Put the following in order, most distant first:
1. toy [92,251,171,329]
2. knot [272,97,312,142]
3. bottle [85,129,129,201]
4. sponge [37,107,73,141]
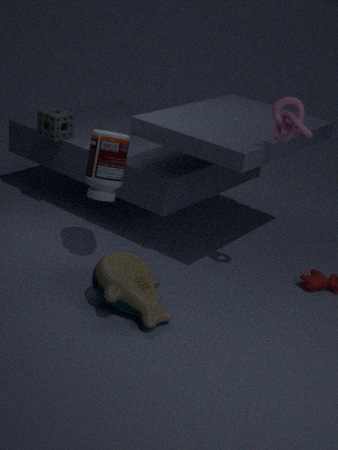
1. sponge [37,107,73,141]
2. bottle [85,129,129,201]
3. knot [272,97,312,142]
4. toy [92,251,171,329]
